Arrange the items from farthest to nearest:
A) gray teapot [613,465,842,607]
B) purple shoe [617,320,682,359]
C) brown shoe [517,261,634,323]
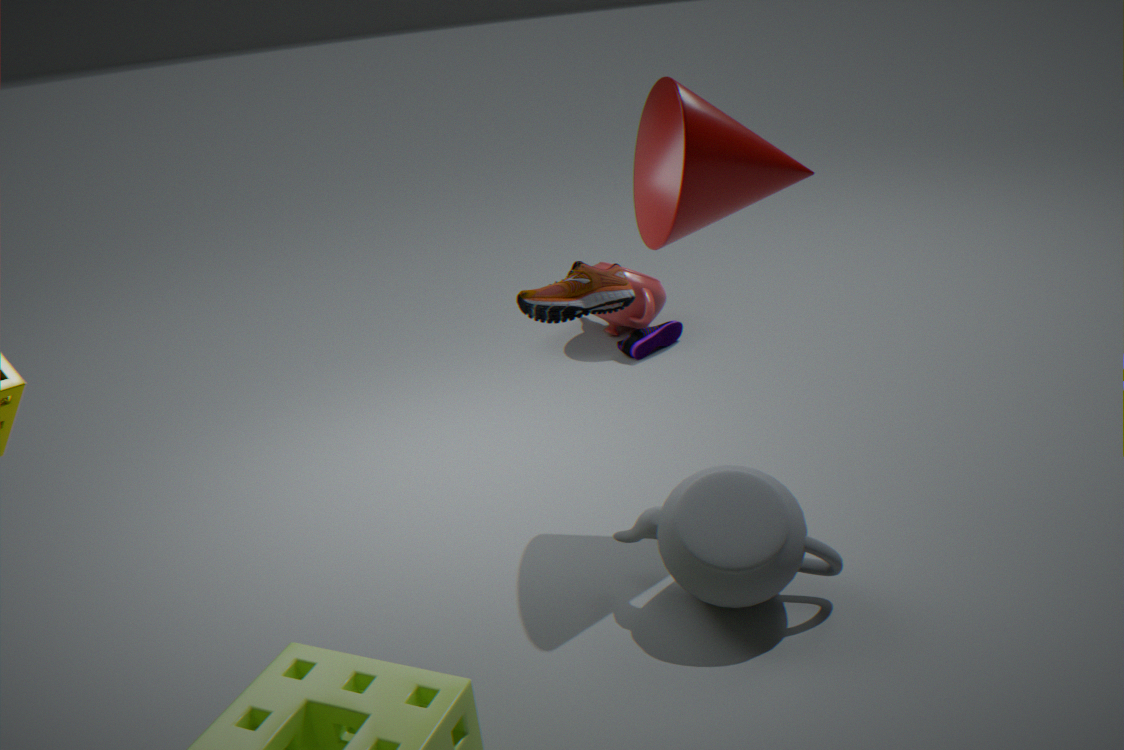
purple shoe [617,320,682,359]
gray teapot [613,465,842,607]
brown shoe [517,261,634,323]
